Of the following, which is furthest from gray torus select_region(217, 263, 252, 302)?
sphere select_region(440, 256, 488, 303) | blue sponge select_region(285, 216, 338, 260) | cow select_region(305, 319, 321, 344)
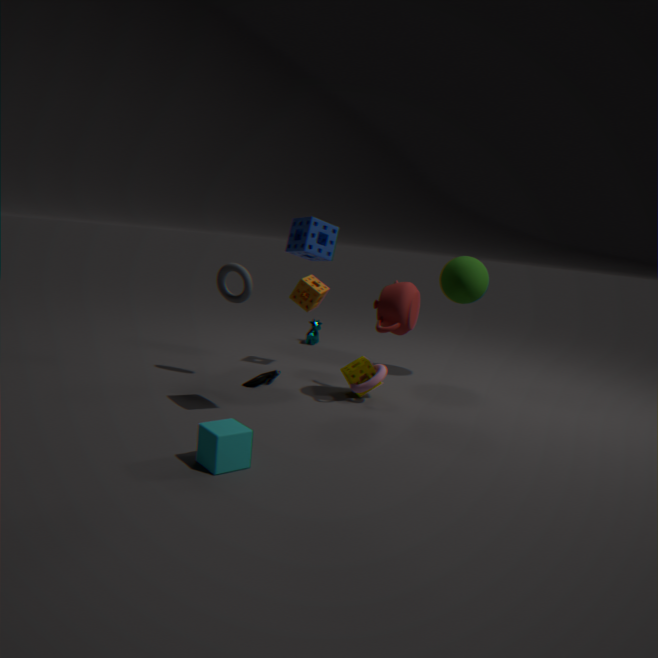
cow select_region(305, 319, 321, 344)
